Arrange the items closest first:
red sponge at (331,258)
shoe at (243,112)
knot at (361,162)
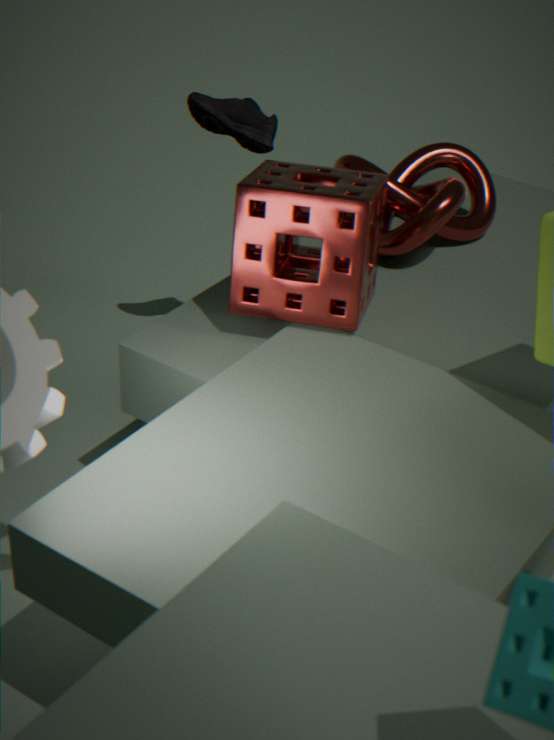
1. red sponge at (331,258)
2. knot at (361,162)
3. shoe at (243,112)
